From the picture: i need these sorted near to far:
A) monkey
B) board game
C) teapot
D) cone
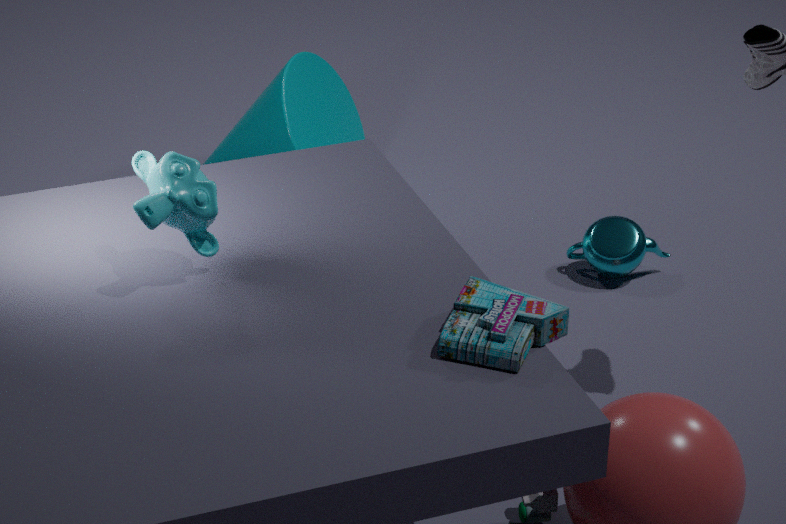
board game < monkey < teapot < cone
